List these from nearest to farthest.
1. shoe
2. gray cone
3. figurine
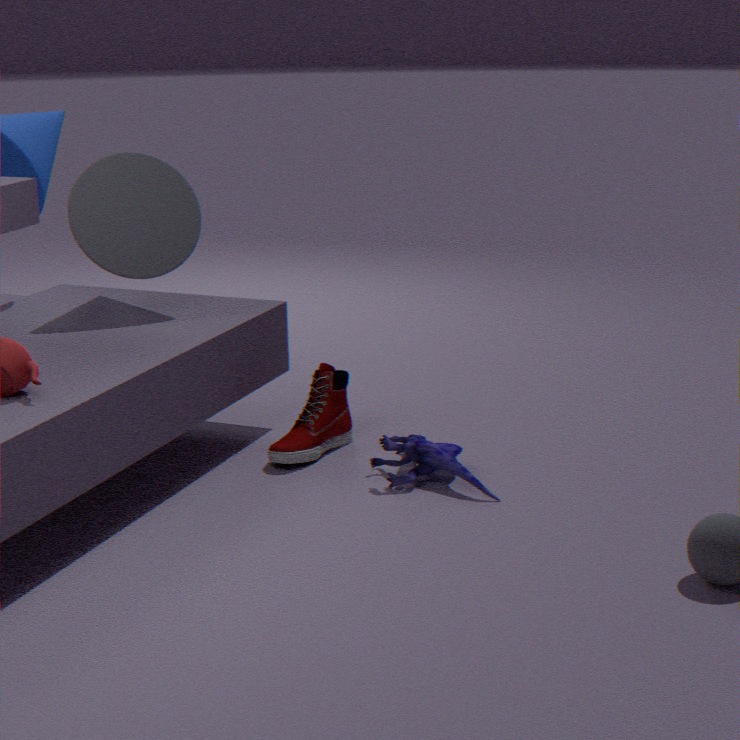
figurine
shoe
gray cone
